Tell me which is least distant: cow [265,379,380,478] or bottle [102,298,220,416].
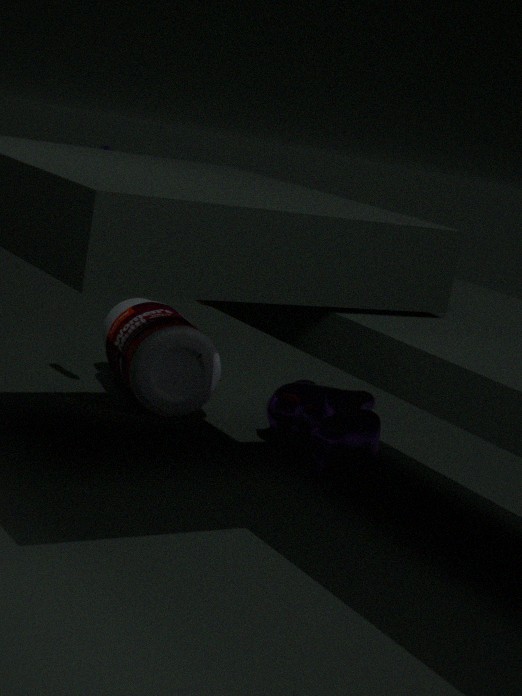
cow [265,379,380,478]
